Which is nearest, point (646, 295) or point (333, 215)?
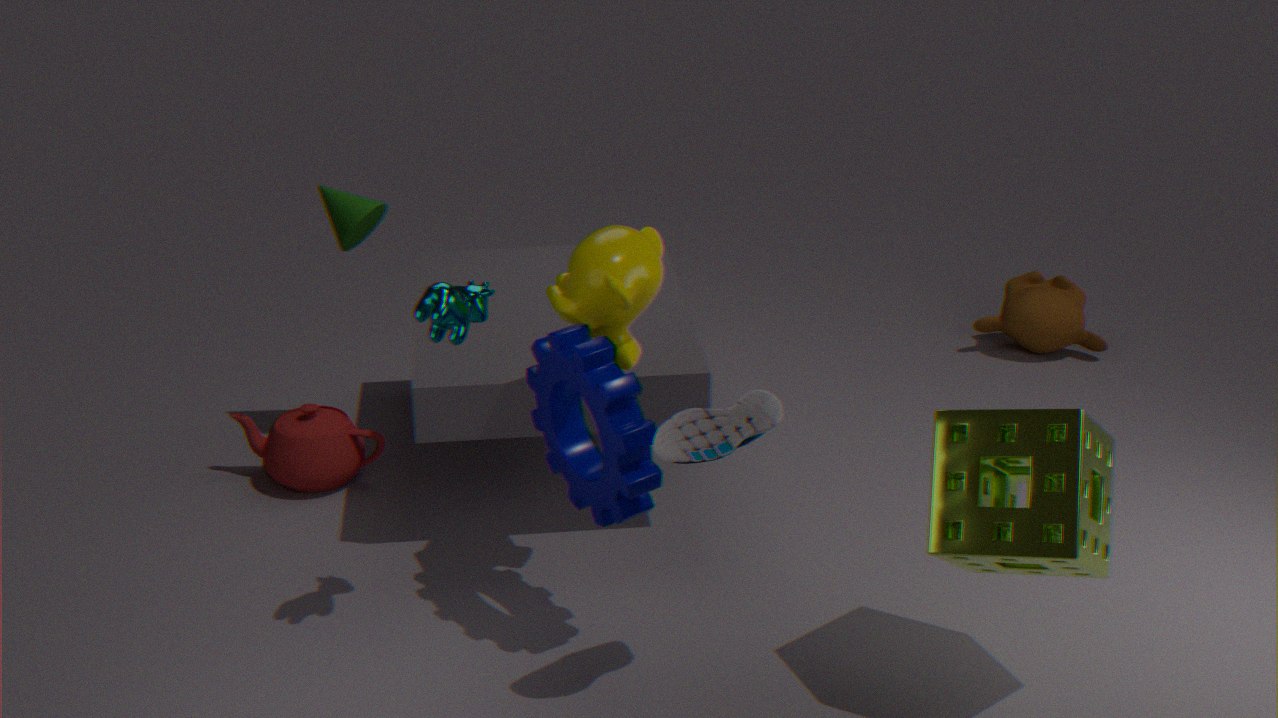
point (646, 295)
